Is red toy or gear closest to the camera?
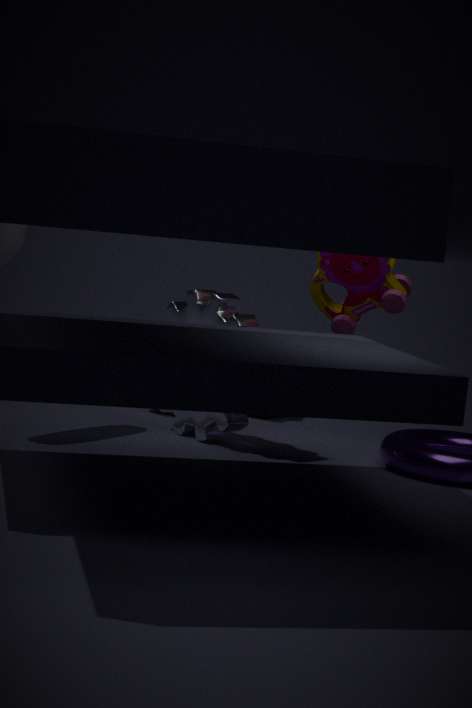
gear
